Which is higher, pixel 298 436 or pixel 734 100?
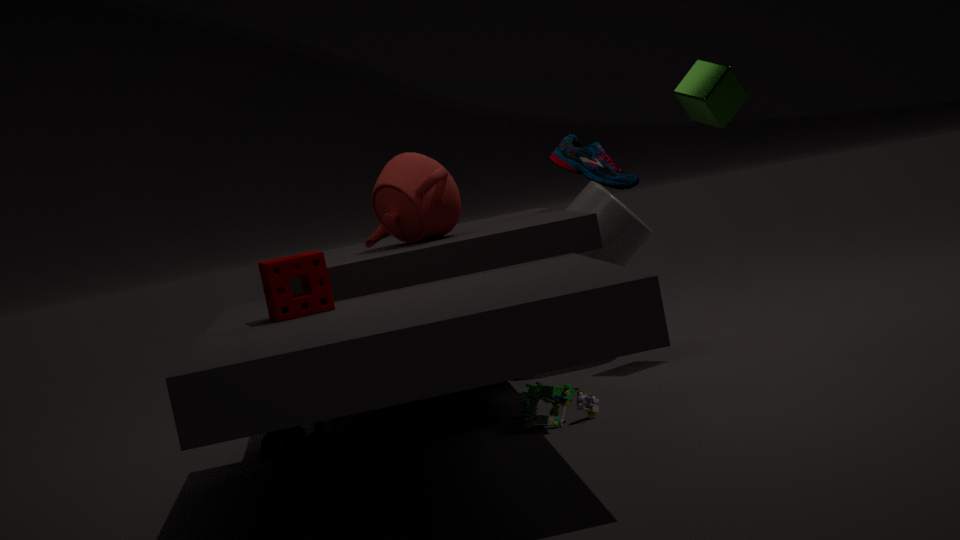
pixel 734 100
